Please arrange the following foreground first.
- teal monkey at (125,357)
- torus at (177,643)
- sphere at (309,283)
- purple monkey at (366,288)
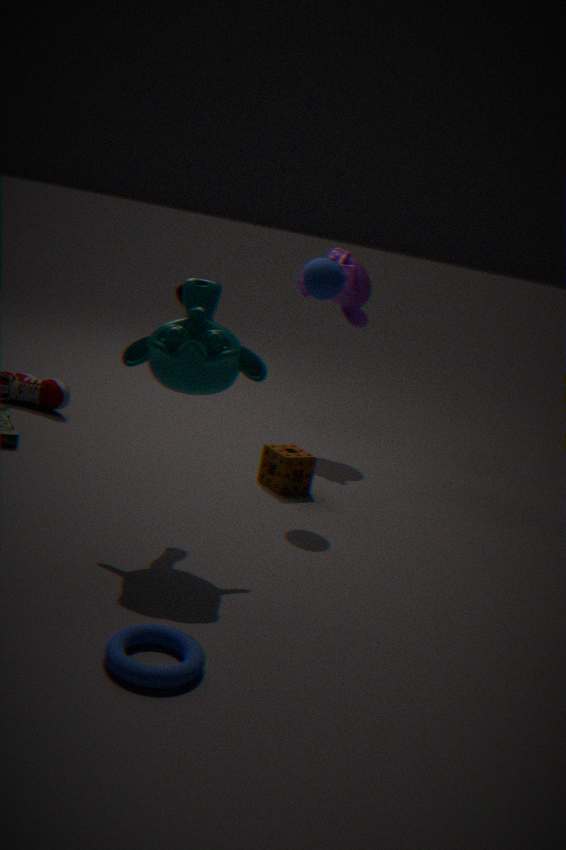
torus at (177,643) → teal monkey at (125,357) → sphere at (309,283) → purple monkey at (366,288)
